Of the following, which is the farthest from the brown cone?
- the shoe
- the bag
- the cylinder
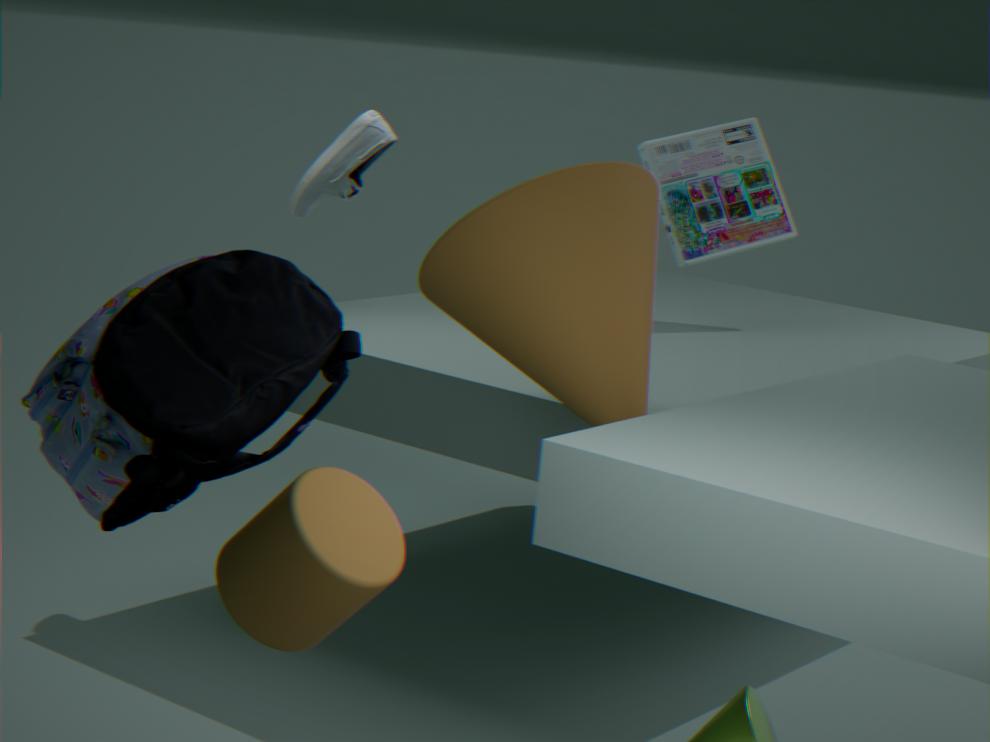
the shoe
